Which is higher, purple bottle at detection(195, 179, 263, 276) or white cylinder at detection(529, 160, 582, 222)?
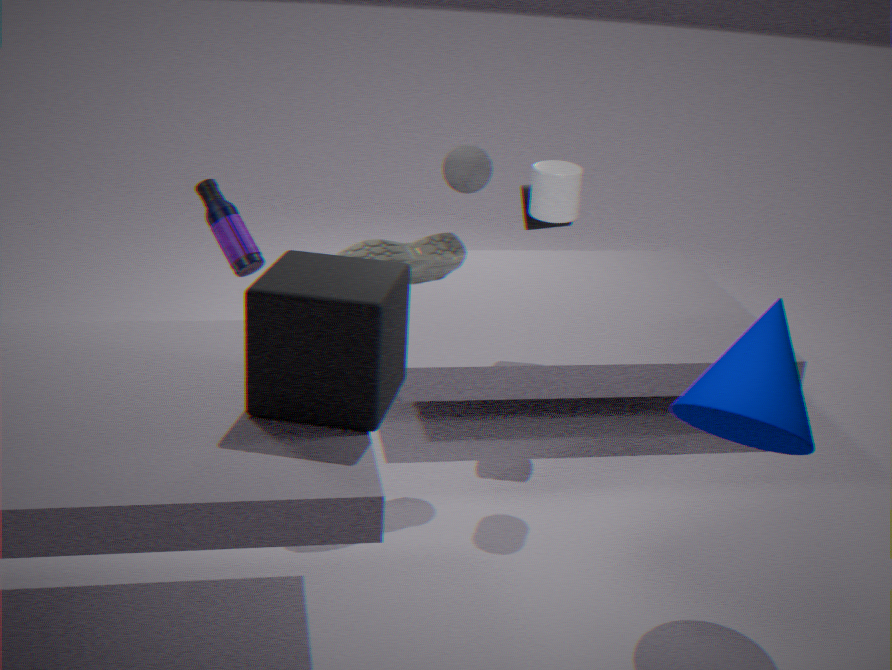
white cylinder at detection(529, 160, 582, 222)
